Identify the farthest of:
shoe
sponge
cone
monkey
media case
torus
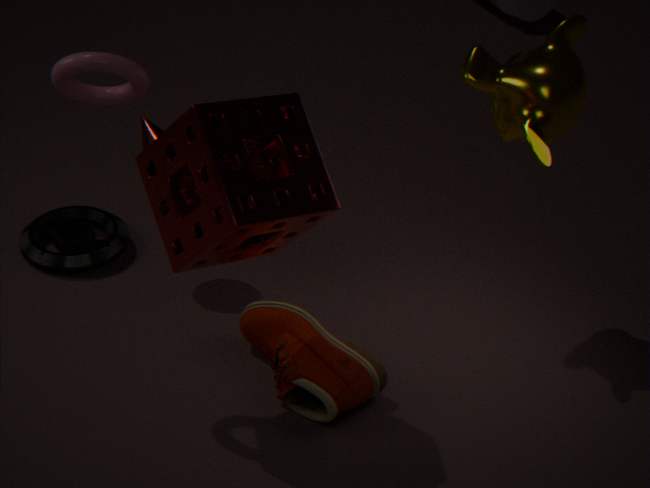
media case
